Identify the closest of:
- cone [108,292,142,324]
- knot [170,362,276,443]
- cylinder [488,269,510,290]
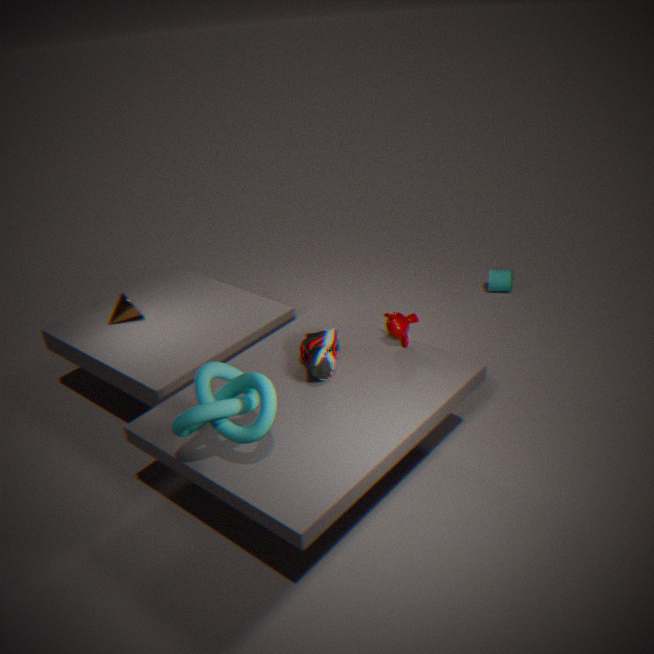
knot [170,362,276,443]
